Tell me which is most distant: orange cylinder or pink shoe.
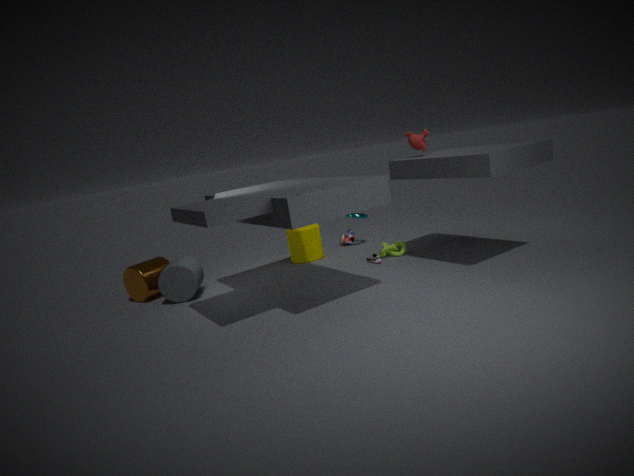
pink shoe
